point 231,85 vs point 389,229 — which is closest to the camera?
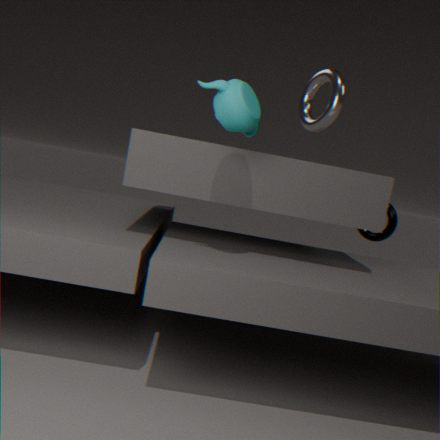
point 231,85
